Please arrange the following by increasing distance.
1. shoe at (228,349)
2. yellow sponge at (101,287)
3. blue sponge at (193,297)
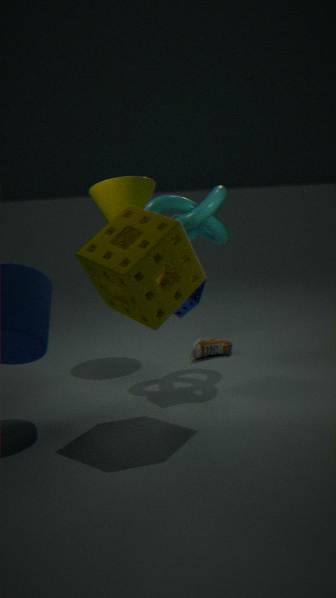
yellow sponge at (101,287) → blue sponge at (193,297) → shoe at (228,349)
